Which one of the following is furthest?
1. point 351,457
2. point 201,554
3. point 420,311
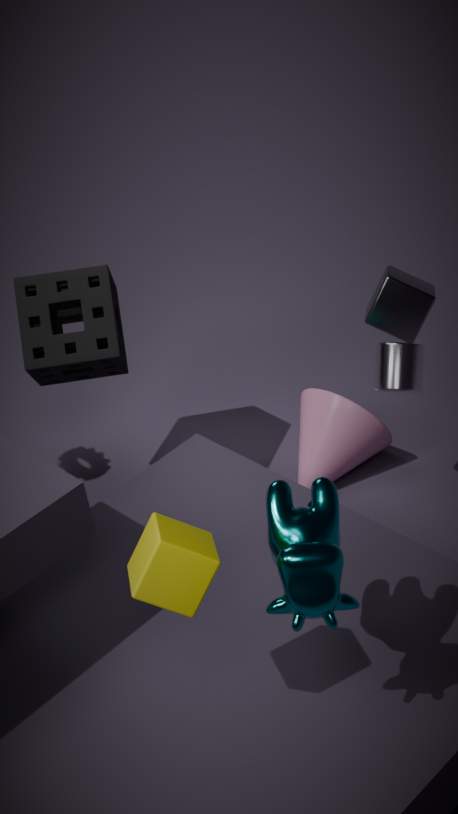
point 351,457
